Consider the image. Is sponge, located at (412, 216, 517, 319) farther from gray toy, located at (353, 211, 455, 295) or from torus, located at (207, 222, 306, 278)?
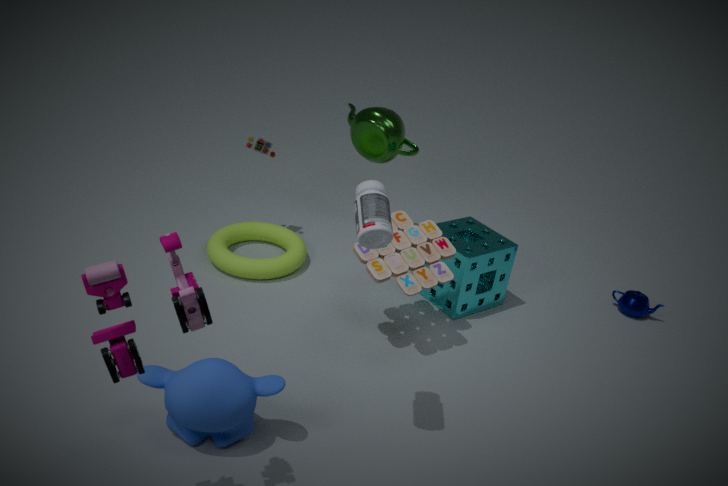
torus, located at (207, 222, 306, 278)
